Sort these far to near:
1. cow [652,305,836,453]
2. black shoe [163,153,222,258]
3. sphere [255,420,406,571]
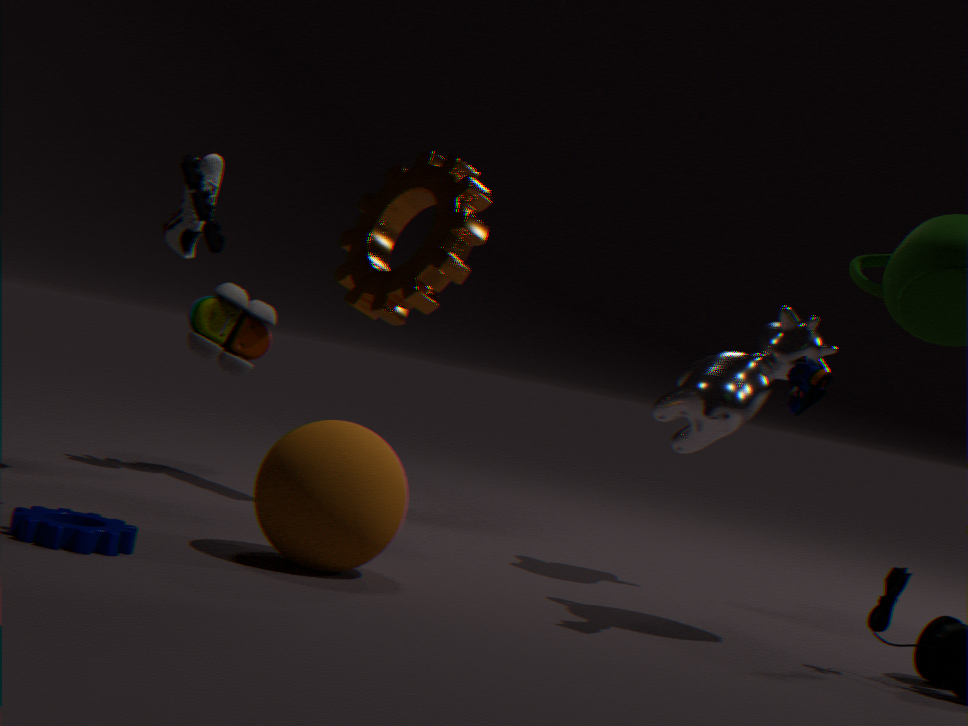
→ 1. cow [652,305,836,453]
2. black shoe [163,153,222,258]
3. sphere [255,420,406,571]
